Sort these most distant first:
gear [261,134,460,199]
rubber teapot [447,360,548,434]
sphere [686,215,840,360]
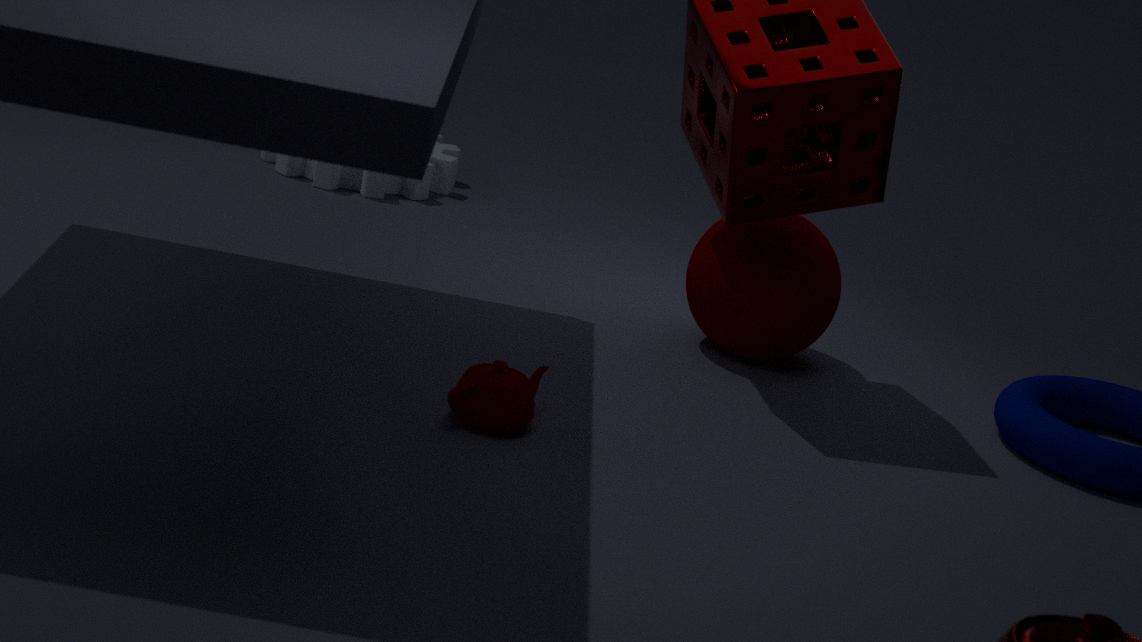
gear [261,134,460,199] < sphere [686,215,840,360] < rubber teapot [447,360,548,434]
